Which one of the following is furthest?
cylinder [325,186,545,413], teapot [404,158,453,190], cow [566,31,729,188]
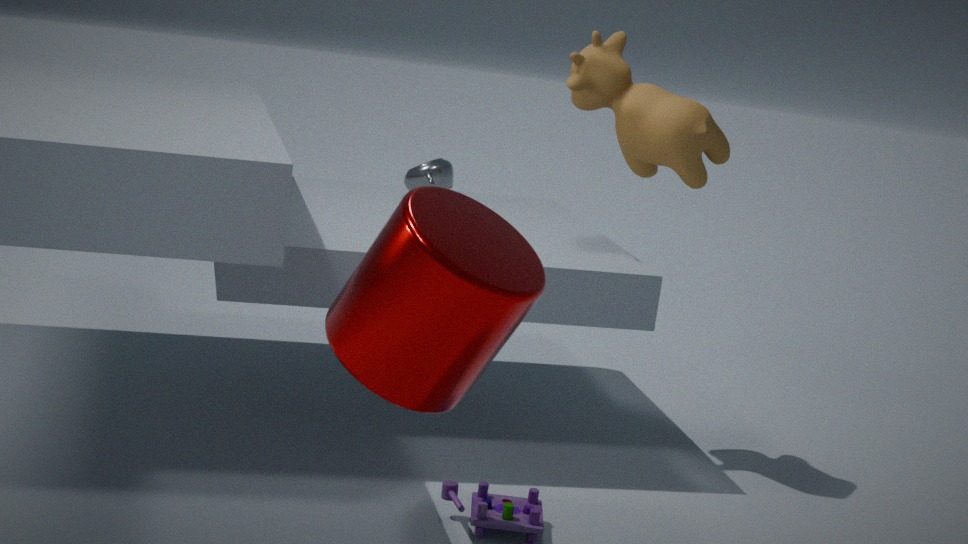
teapot [404,158,453,190]
